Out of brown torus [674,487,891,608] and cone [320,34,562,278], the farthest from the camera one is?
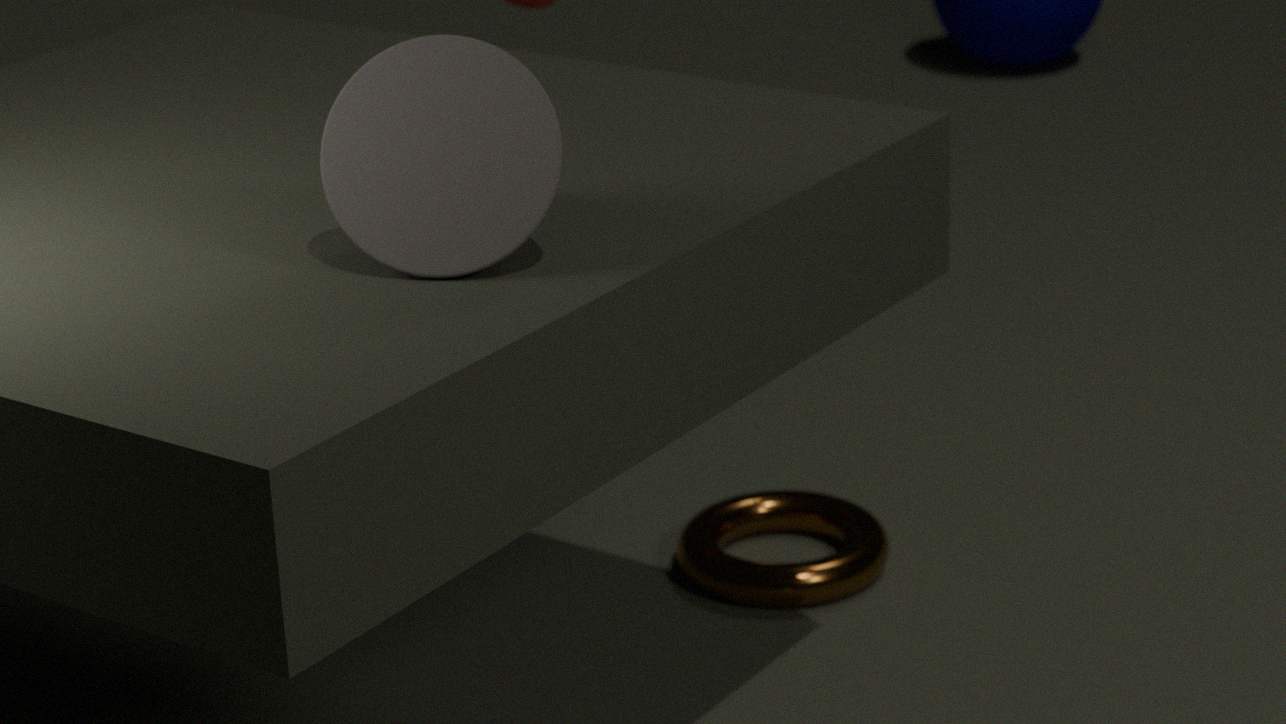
brown torus [674,487,891,608]
